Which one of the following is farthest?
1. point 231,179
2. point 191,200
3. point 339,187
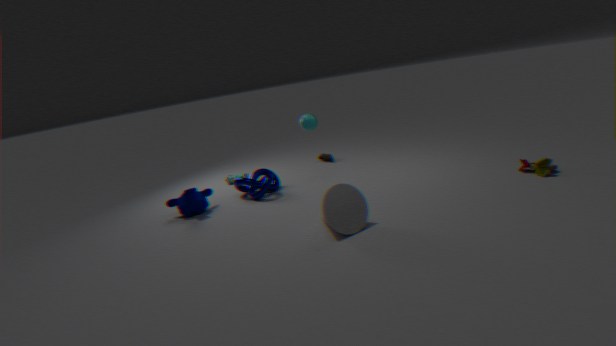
point 231,179
